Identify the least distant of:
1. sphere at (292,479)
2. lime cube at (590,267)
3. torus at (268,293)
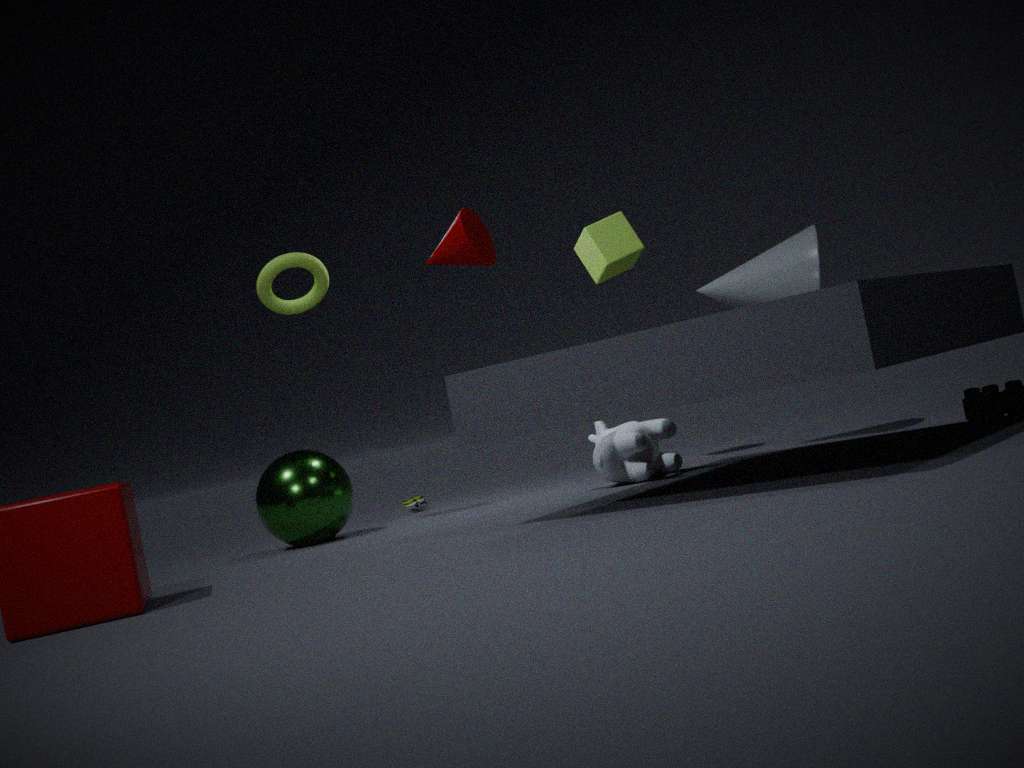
sphere at (292,479)
